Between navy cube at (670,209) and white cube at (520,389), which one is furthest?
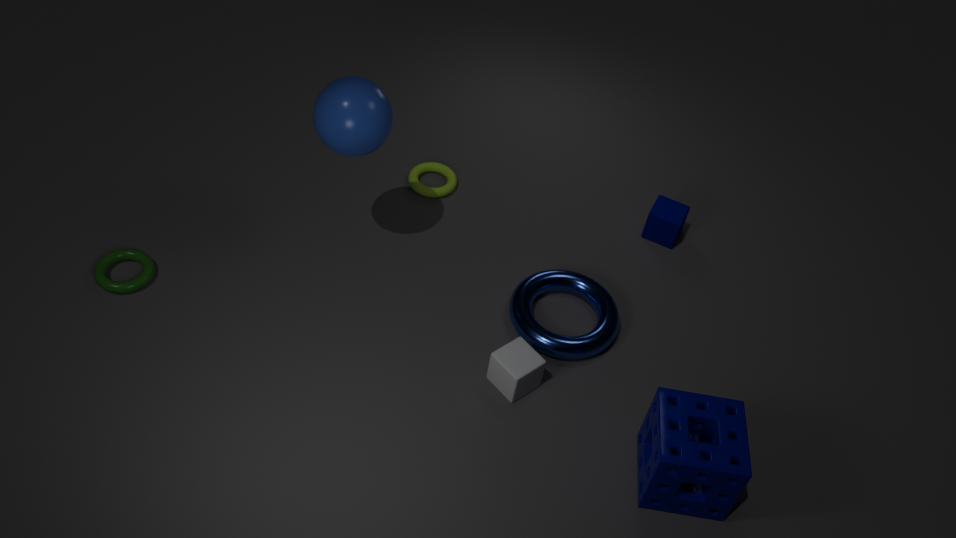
navy cube at (670,209)
